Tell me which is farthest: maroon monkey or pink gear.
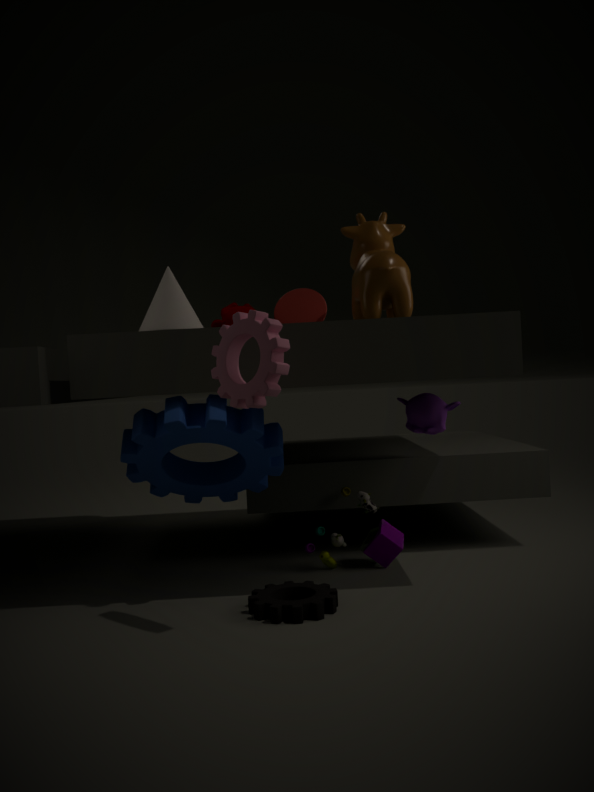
maroon monkey
